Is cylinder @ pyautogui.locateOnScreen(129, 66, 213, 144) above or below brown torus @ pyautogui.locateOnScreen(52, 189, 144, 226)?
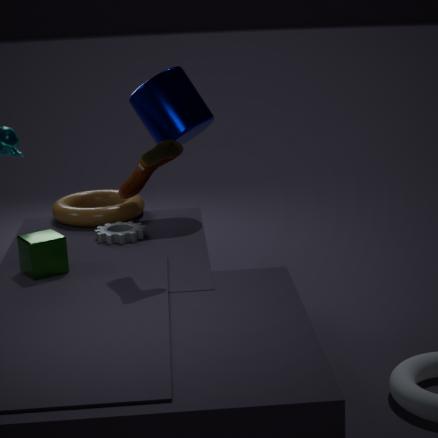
above
